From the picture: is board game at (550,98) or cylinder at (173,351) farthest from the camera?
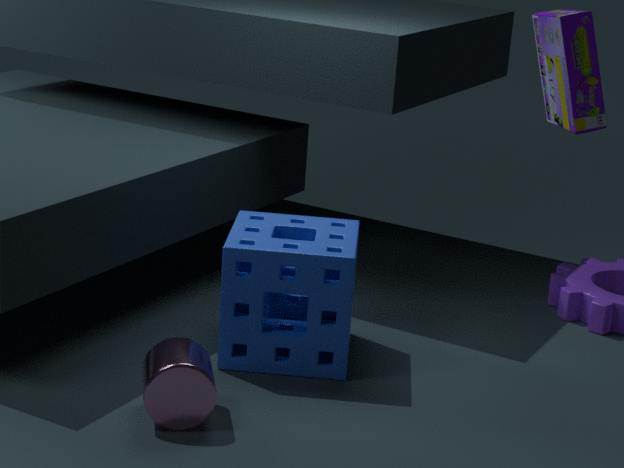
cylinder at (173,351)
